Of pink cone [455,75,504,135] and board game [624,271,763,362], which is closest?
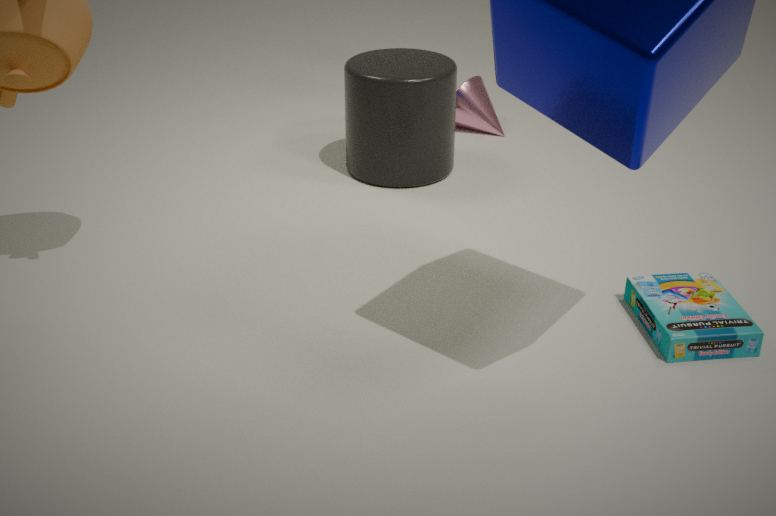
board game [624,271,763,362]
